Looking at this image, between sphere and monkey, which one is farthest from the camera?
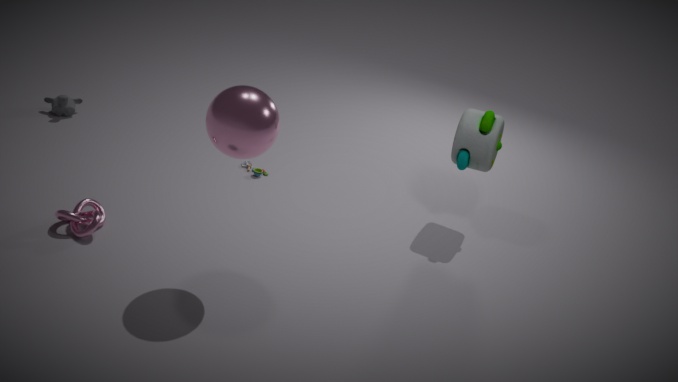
monkey
